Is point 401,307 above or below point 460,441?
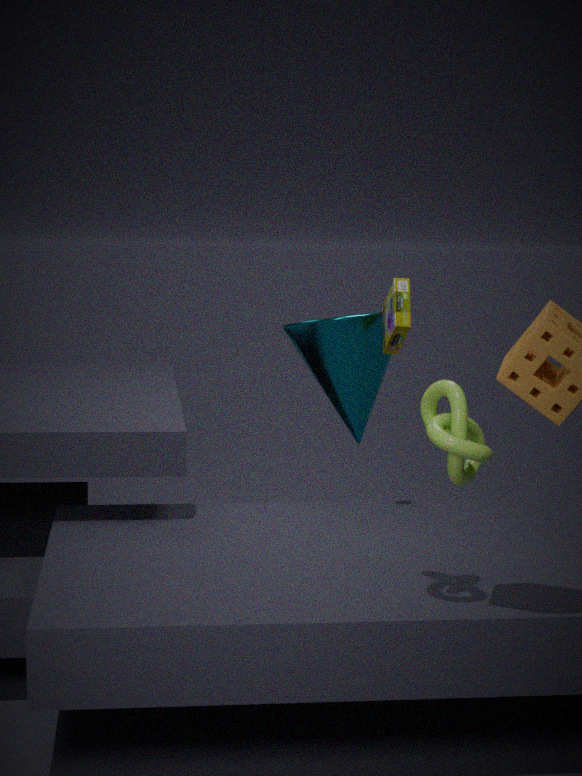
above
